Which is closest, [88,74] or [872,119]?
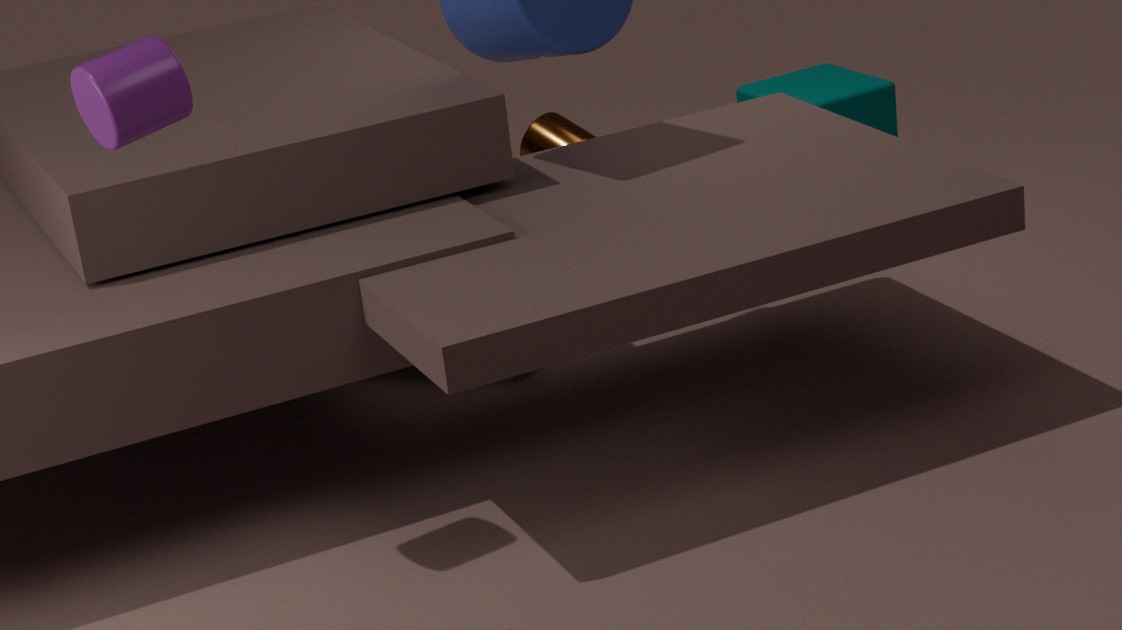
[88,74]
